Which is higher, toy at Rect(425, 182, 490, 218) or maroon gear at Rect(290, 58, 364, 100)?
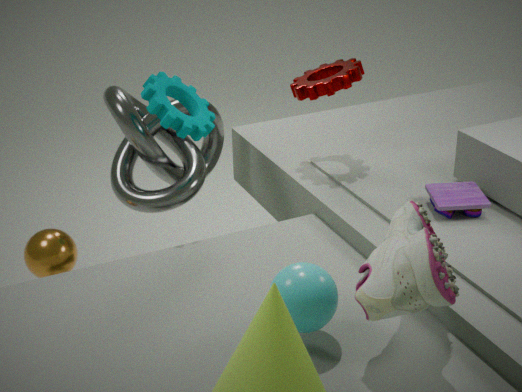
maroon gear at Rect(290, 58, 364, 100)
